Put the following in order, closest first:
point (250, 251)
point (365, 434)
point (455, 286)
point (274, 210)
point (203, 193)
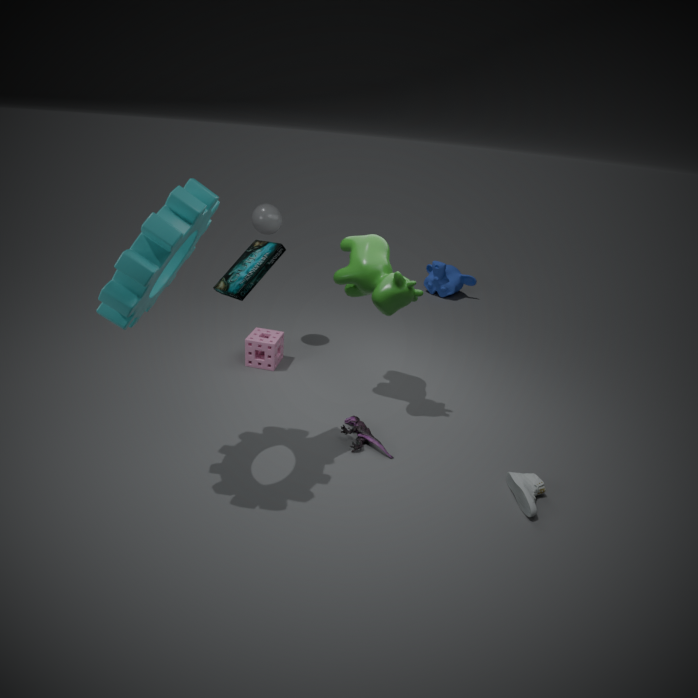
point (203, 193) < point (250, 251) < point (365, 434) < point (274, 210) < point (455, 286)
